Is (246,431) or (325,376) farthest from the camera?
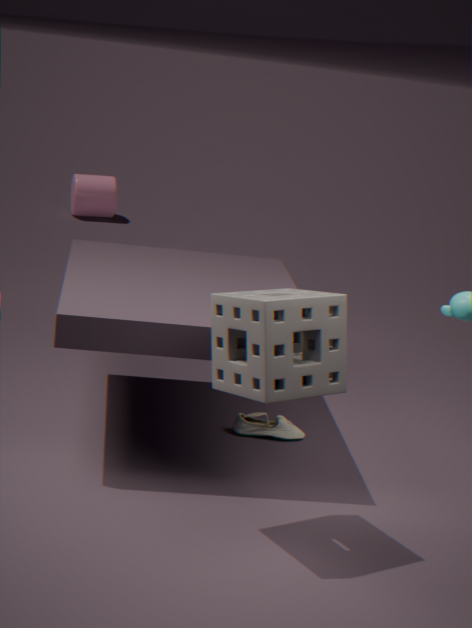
(246,431)
